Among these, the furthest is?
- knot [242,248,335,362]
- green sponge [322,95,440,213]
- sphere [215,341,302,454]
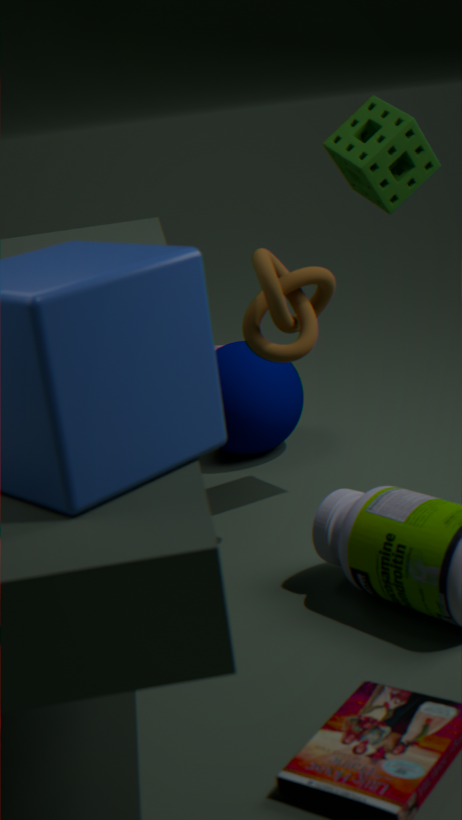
sphere [215,341,302,454]
